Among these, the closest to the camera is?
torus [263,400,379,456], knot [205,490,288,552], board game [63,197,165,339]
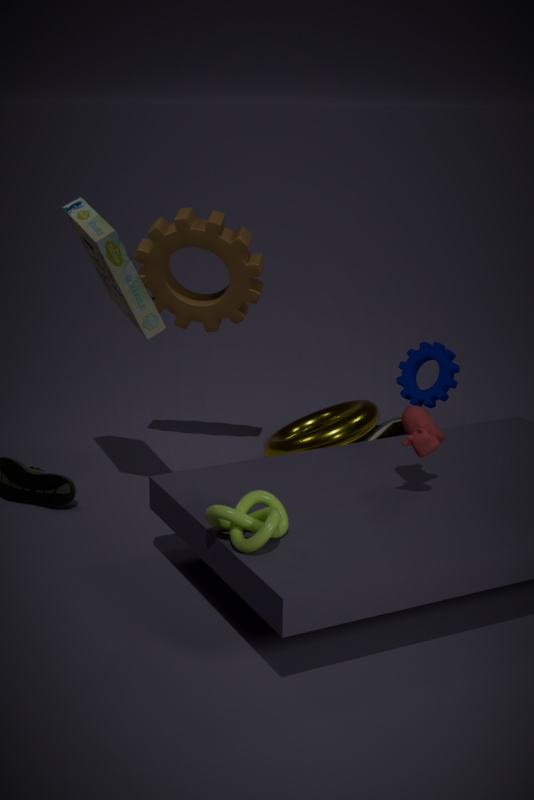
knot [205,490,288,552]
